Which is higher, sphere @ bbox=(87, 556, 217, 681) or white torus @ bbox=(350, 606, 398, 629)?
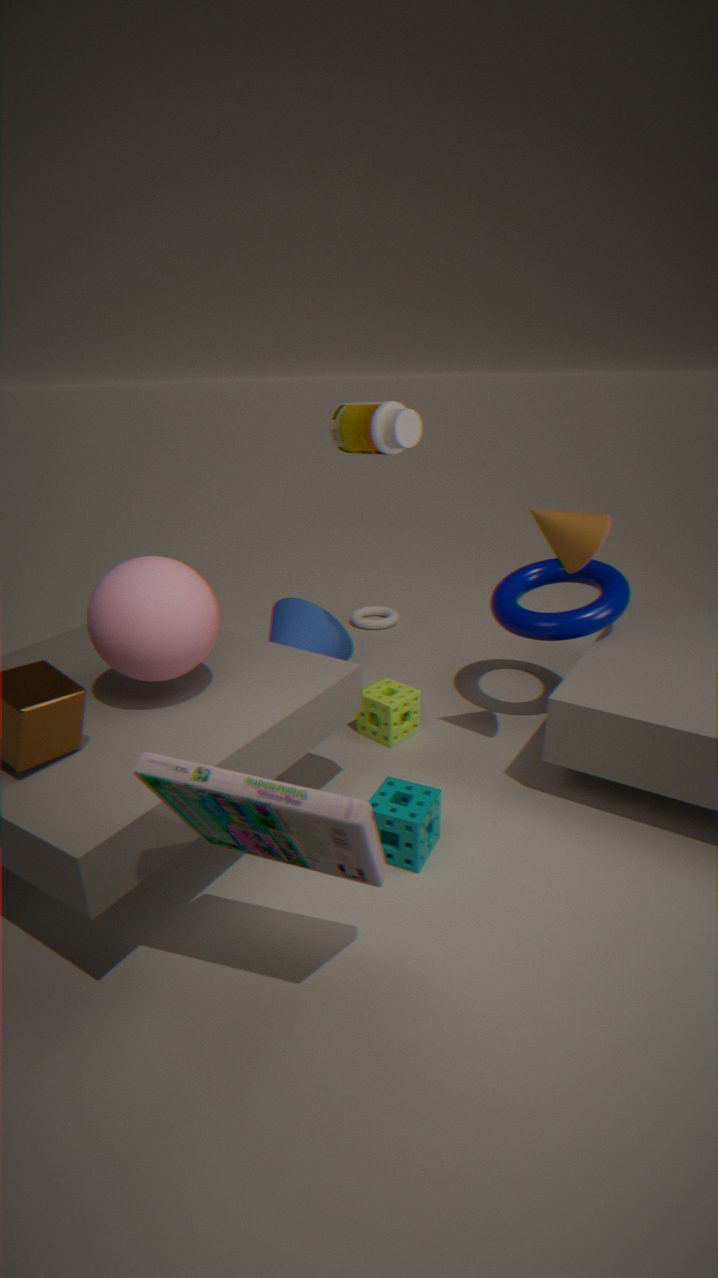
sphere @ bbox=(87, 556, 217, 681)
